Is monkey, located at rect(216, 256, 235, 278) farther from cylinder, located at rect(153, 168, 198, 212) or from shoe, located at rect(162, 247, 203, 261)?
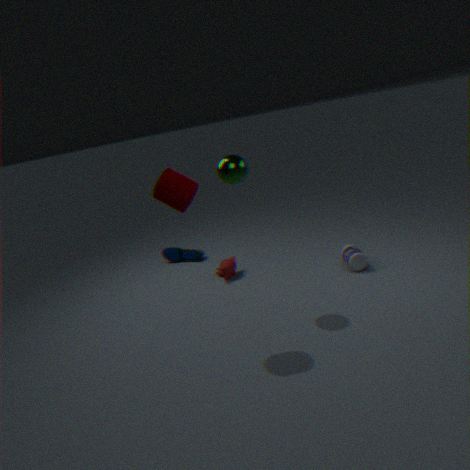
cylinder, located at rect(153, 168, 198, 212)
